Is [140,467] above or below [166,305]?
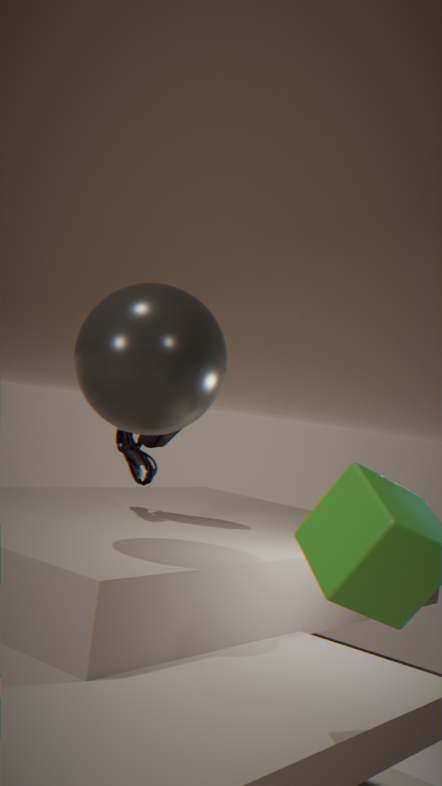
below
